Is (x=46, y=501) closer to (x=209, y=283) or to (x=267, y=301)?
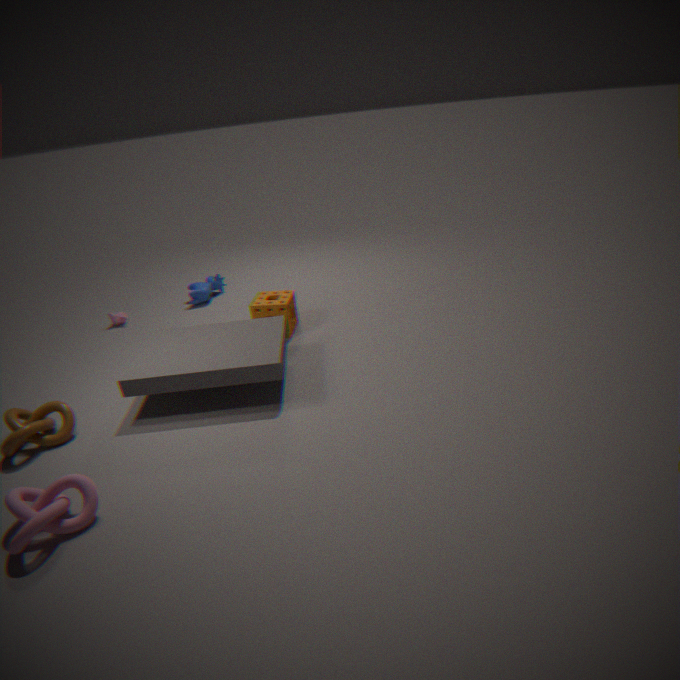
(x=267, y=301)
